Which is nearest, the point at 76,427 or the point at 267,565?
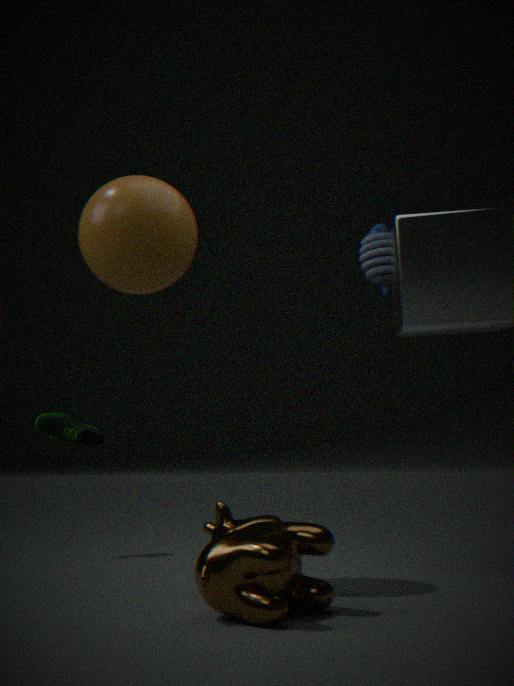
the point at 267,565
